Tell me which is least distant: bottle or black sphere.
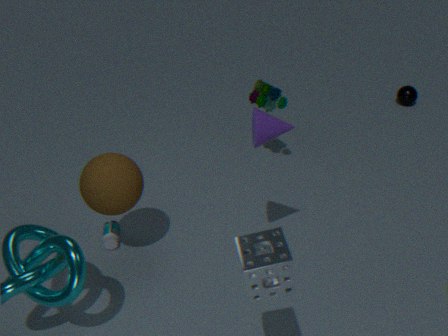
bottle
